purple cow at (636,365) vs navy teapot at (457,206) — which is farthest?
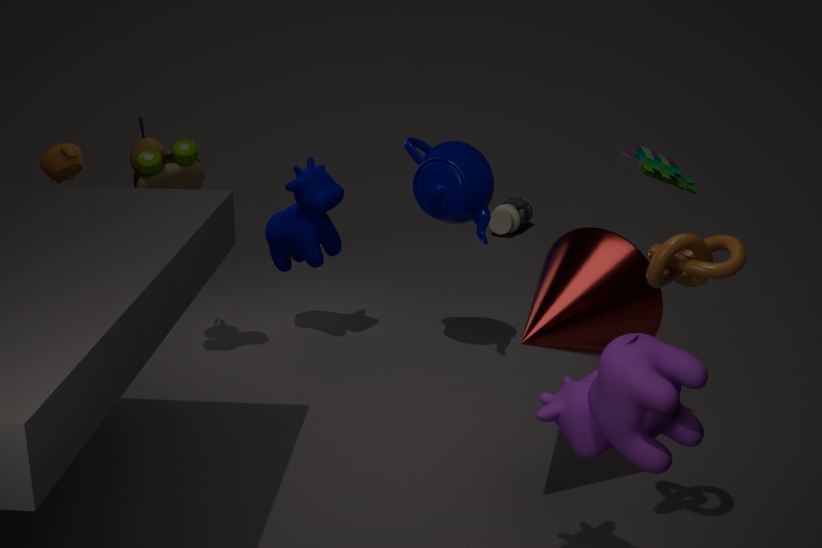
navy teapot at (457,206)
